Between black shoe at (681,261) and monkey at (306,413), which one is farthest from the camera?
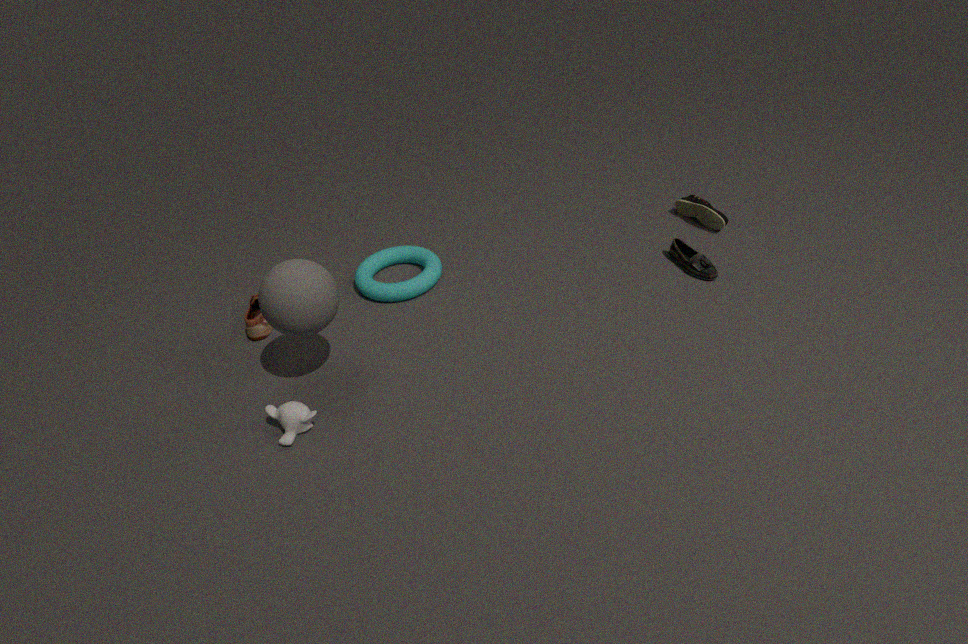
black shoe at (681,261)
